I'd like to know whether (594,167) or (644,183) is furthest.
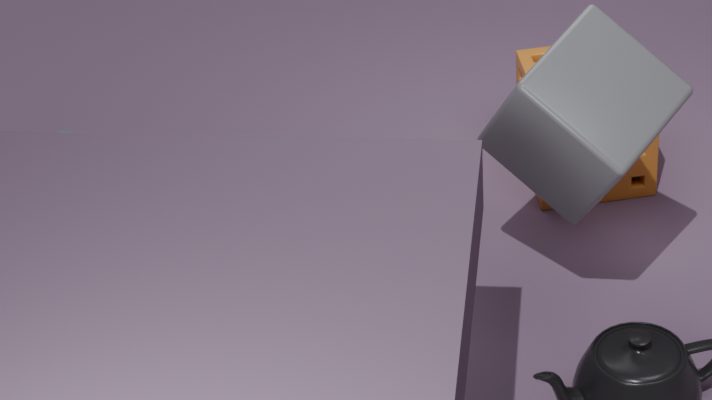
(644,183)
